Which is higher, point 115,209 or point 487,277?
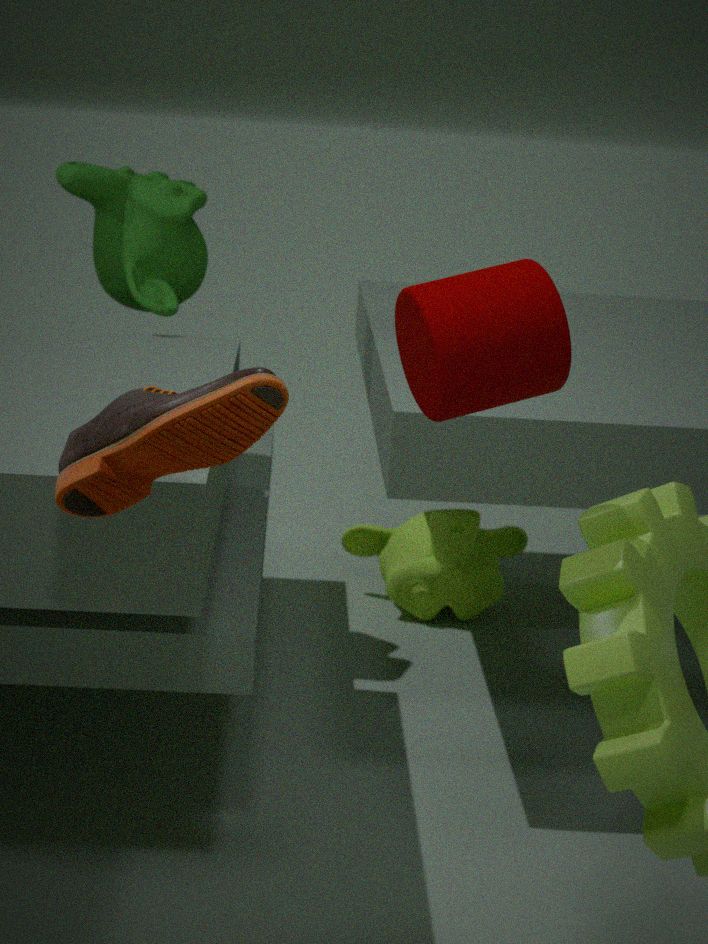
point 487,277
